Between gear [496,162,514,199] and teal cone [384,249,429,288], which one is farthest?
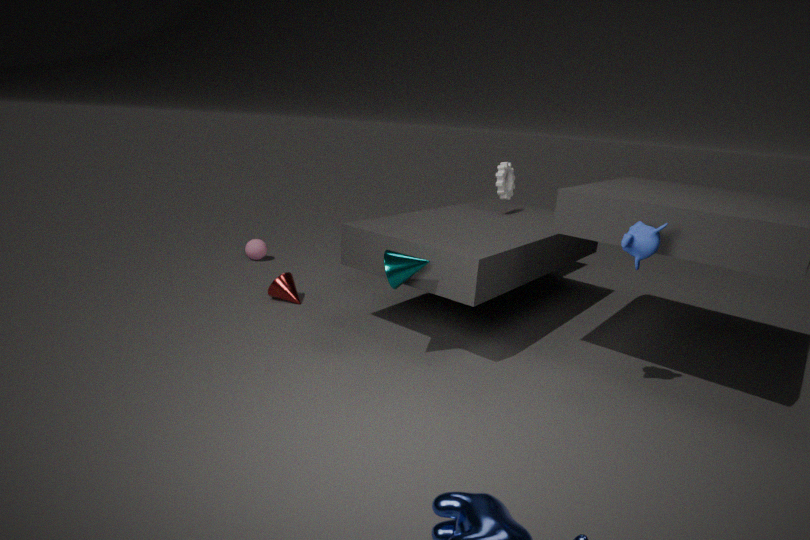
gear [496,162,514,199]
